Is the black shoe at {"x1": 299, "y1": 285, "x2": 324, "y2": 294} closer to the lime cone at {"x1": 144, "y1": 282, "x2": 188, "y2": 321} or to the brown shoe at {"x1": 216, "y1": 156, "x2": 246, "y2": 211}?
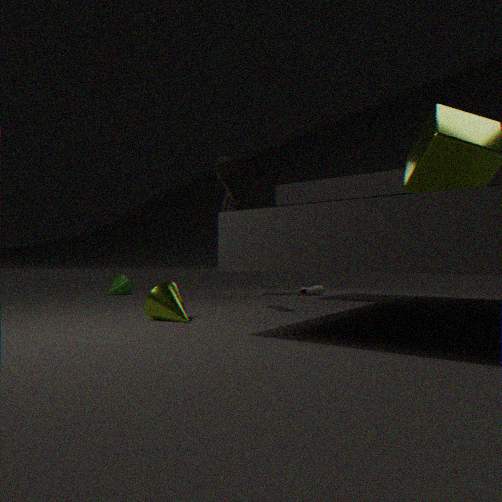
the brown shoe at {"x1": 216, "y1": 156, "x2": 246, "y2": 211}
